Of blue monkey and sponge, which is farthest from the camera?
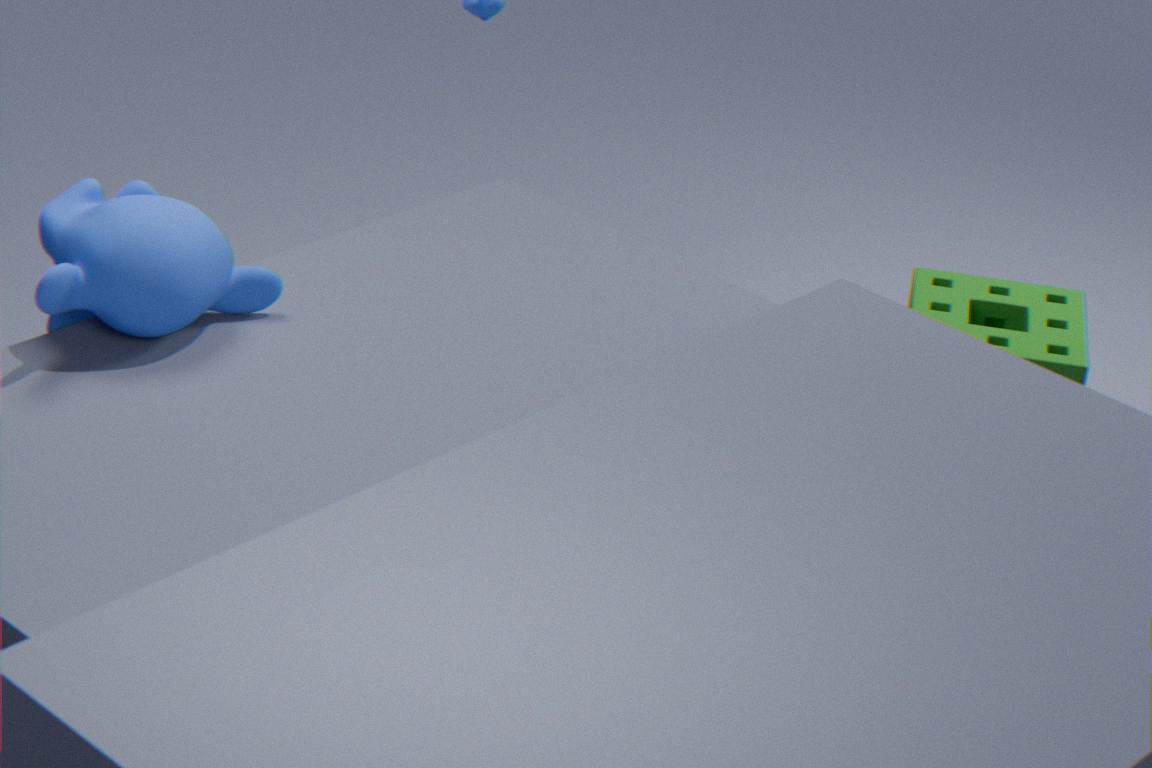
sponge
